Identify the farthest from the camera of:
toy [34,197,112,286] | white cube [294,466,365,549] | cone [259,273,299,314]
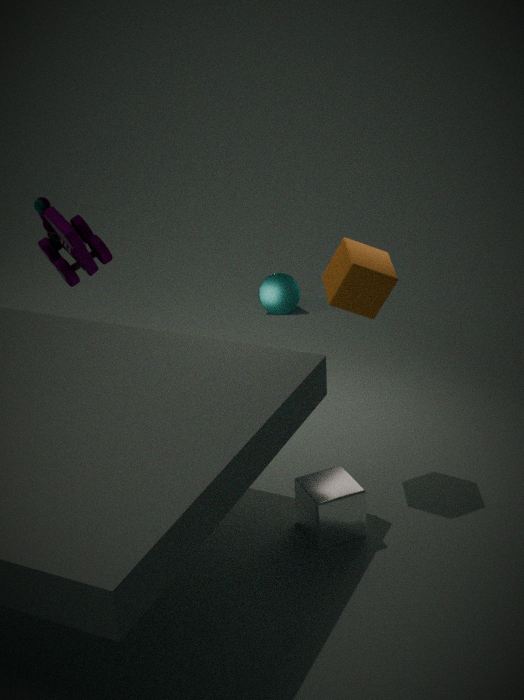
cone [259,273,299,314]
